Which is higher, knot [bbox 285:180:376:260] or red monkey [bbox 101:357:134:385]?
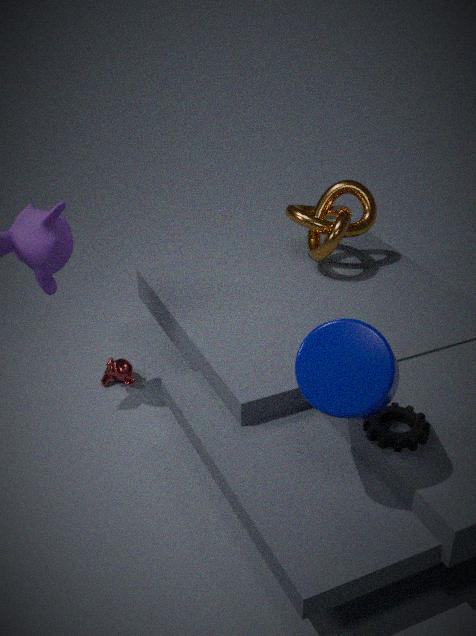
knot [bbox 285:180:376:260]
